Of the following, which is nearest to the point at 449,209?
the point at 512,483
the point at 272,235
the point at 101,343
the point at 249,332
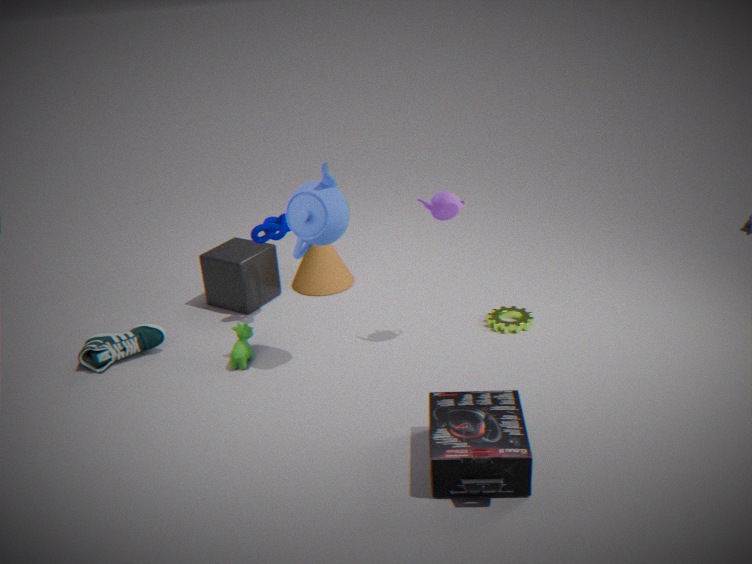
the point at 272,235
